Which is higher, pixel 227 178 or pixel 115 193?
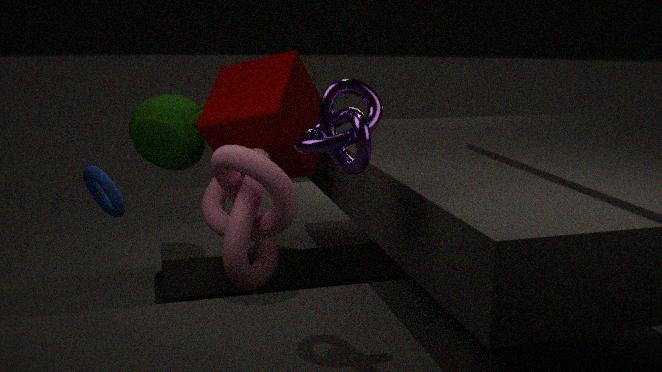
pixel 227 178
